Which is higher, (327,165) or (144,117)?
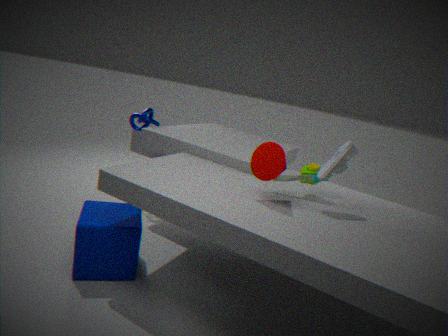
(327,165)
